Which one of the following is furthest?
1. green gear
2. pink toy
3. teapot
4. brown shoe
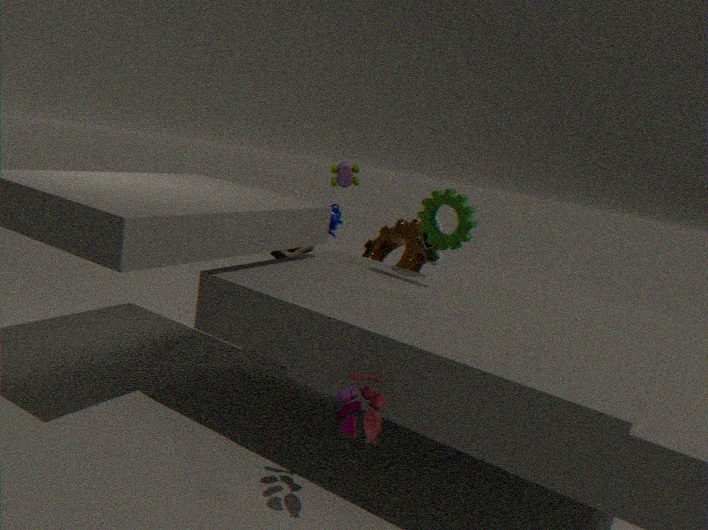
teapot
